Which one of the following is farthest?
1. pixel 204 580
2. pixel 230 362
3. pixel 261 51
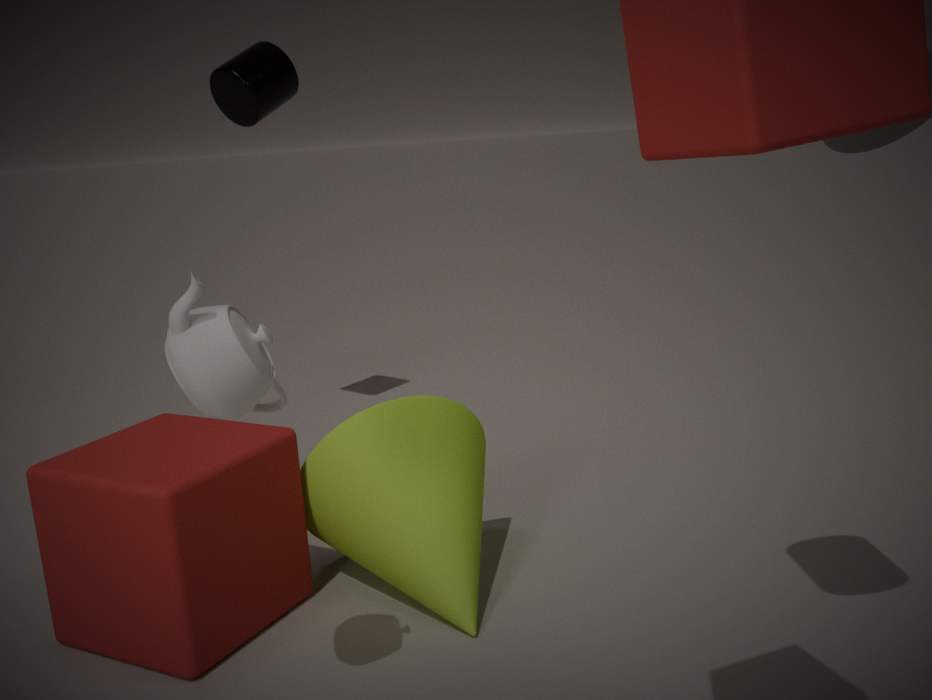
pixel 261 51
